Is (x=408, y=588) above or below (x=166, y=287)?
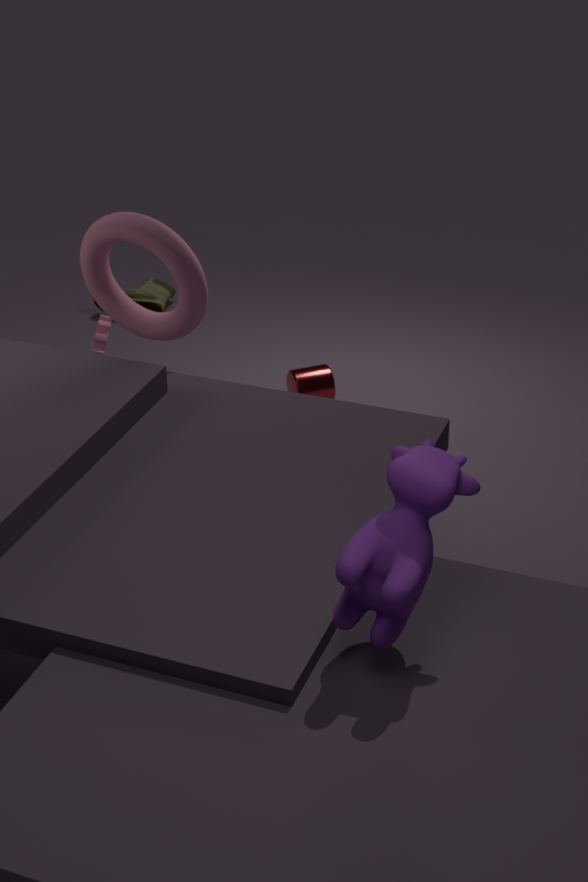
above
